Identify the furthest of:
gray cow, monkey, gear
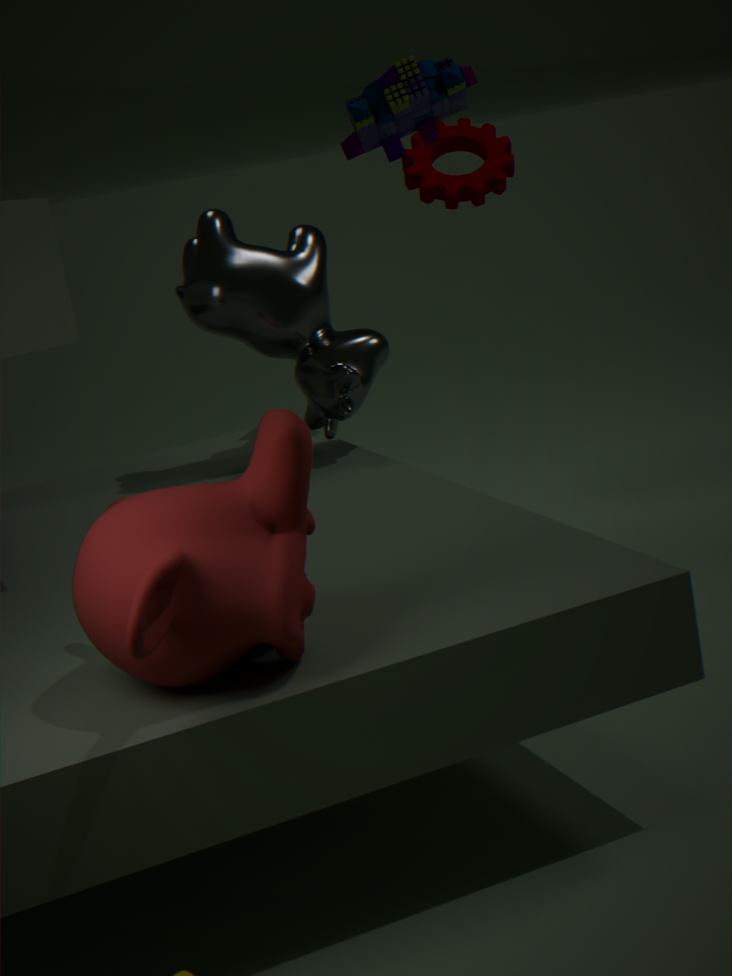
gear
